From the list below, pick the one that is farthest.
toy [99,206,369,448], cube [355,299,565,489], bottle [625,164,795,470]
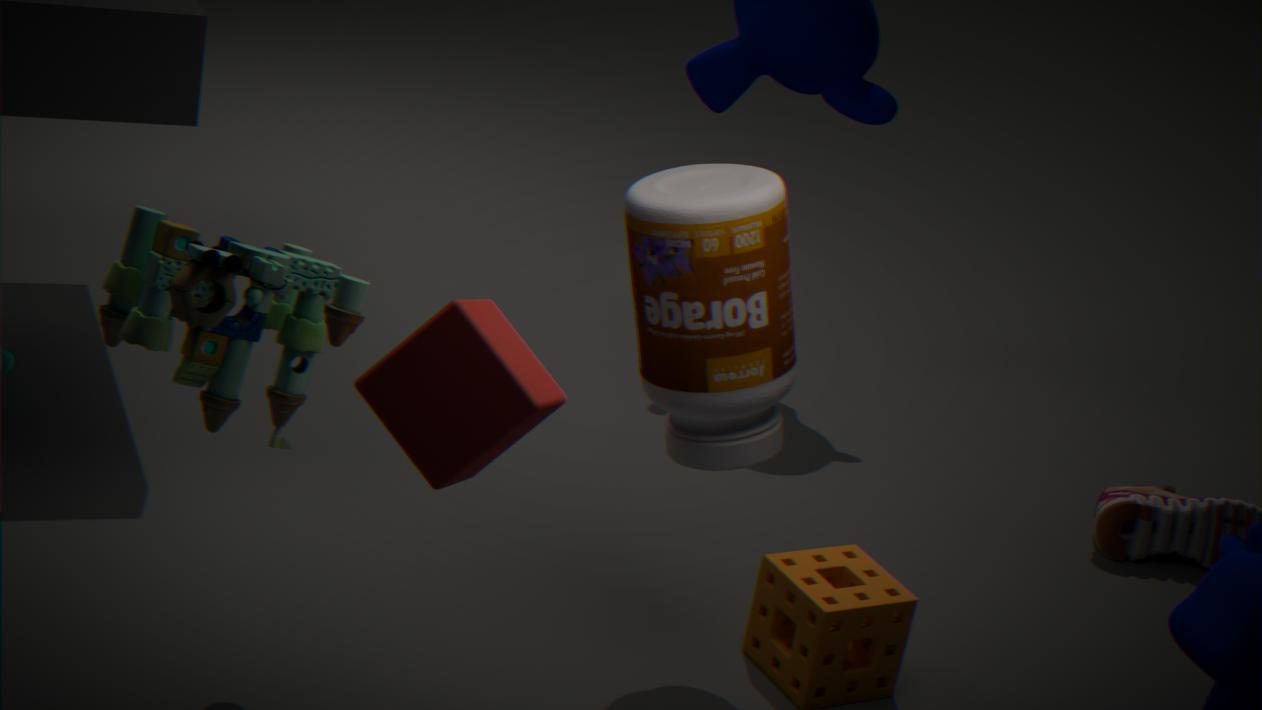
bottle [625,164,795,470]
